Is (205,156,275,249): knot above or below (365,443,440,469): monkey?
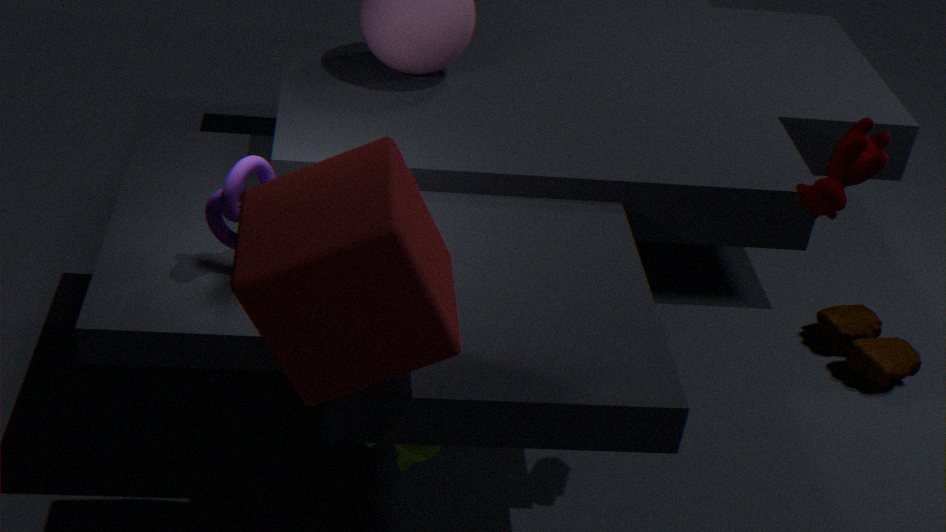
above
